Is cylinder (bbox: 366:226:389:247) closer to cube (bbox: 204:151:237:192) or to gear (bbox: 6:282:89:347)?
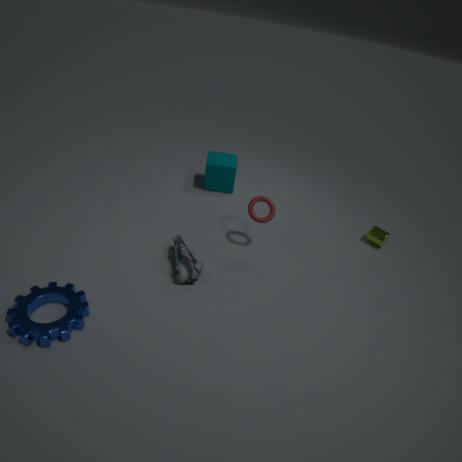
cube (bbox: 204:151:237:192)
